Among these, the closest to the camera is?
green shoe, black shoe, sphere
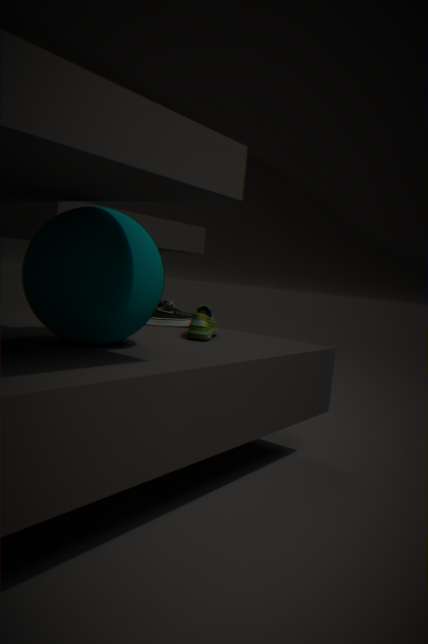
sphere
